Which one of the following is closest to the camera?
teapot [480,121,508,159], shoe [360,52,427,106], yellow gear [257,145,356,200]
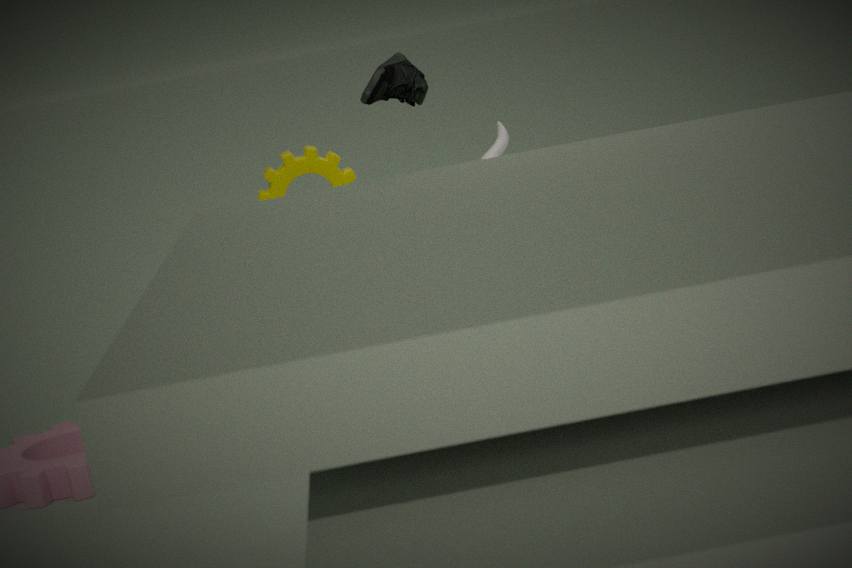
shoe [360,52,427,106]
